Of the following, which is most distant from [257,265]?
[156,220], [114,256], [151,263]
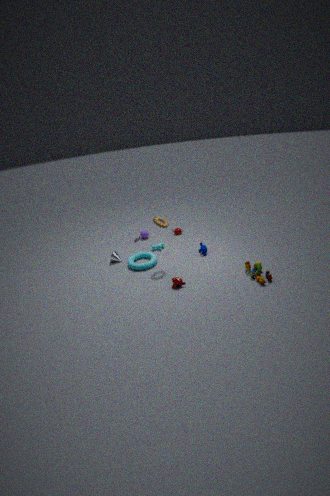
[114,256]
